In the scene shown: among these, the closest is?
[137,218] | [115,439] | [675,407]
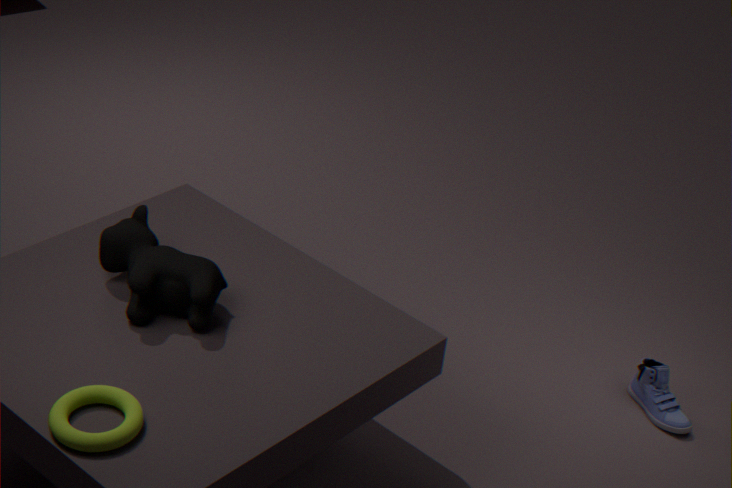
[115,439]
